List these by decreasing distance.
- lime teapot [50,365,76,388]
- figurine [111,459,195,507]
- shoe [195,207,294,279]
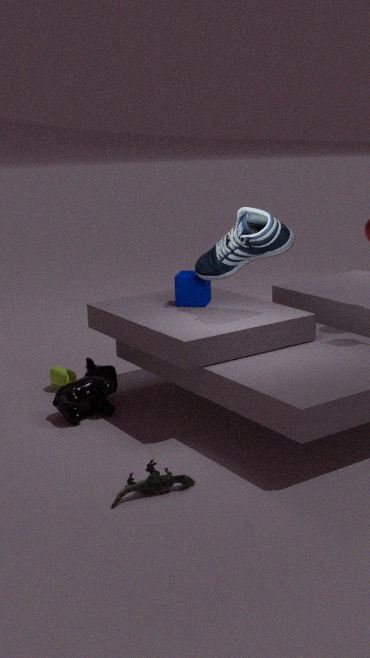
lime teapot [50,365,76,388], shoe [195,207,294,279], figurine [111,459,195,507]
